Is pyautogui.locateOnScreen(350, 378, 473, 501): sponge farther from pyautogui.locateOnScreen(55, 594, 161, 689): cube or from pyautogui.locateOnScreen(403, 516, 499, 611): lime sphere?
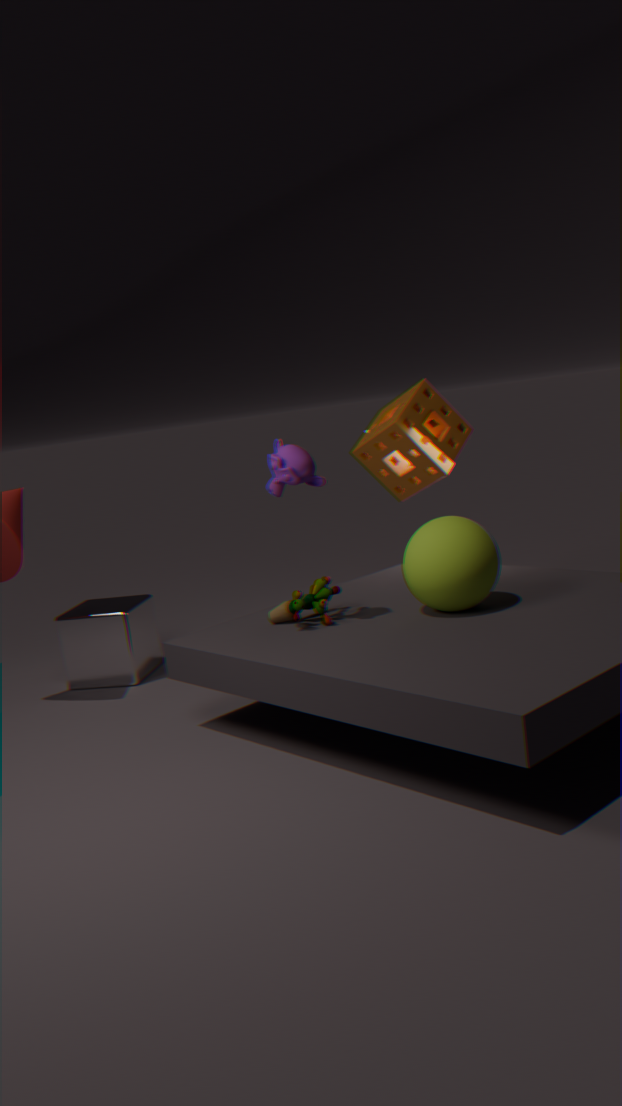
pyautogui.locateOnScreen(55, 594, 161, 689): cube
